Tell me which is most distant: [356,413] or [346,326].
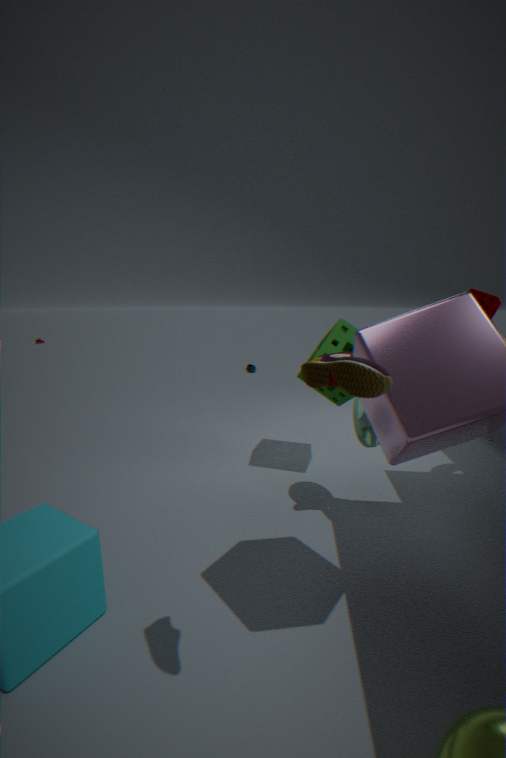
[346,326]
